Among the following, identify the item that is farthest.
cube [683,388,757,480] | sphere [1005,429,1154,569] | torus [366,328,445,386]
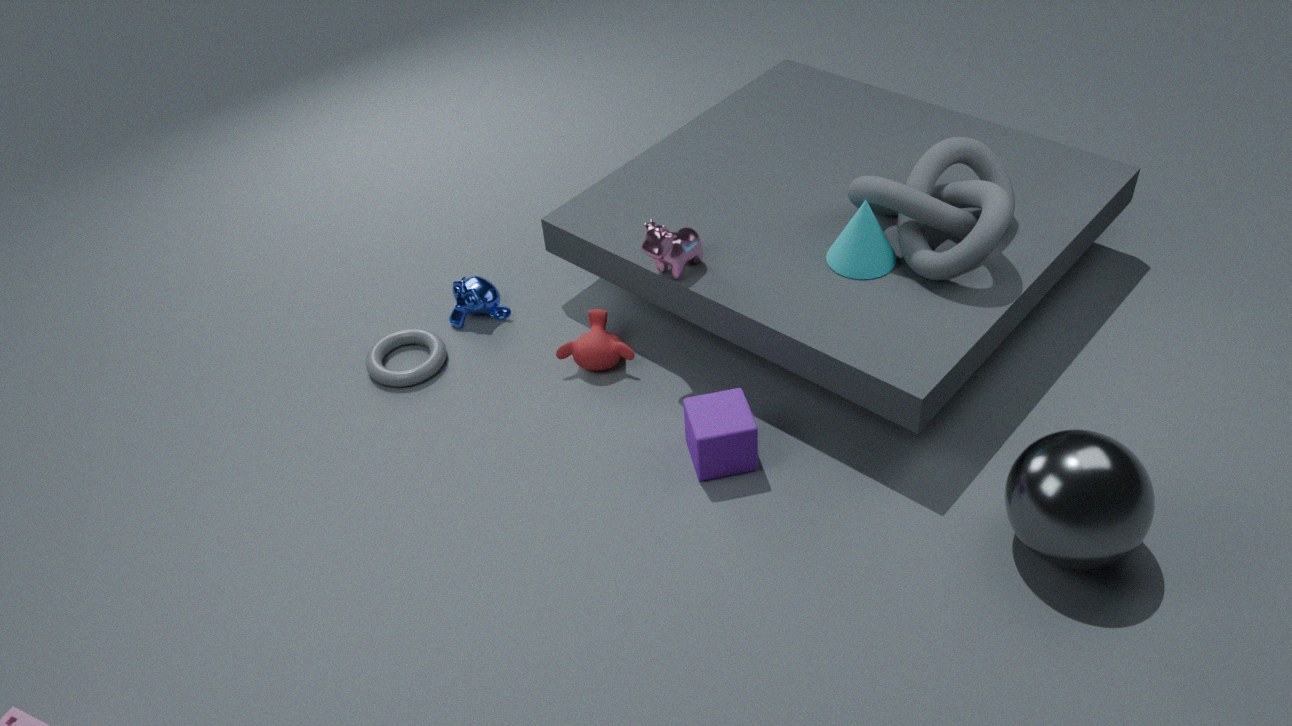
torus [366,328,445,386]
